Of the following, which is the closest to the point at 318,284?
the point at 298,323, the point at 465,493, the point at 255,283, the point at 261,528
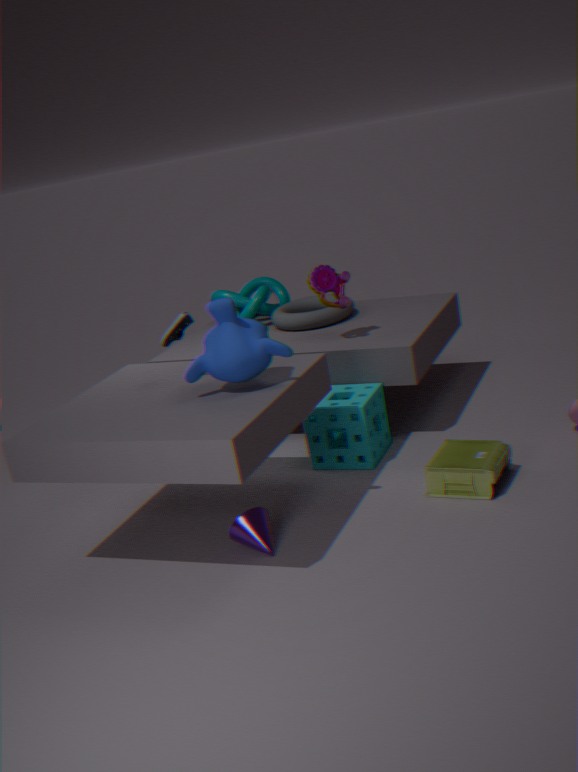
the point at 298,323
